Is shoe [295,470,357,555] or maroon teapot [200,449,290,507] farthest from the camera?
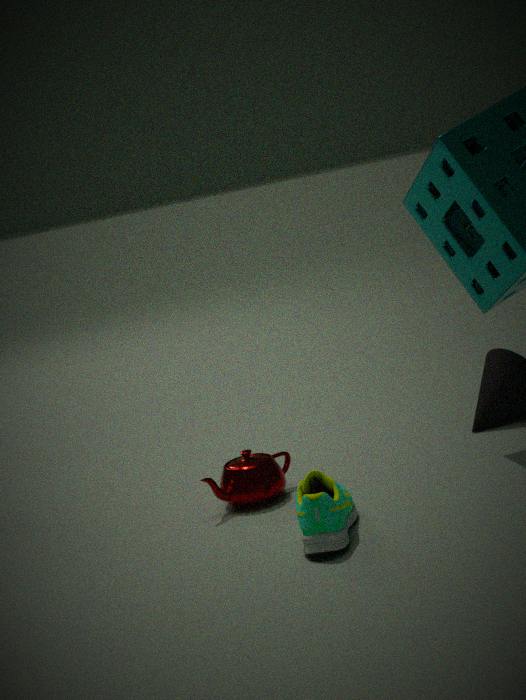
maroon teapot [200,449,290,507]
